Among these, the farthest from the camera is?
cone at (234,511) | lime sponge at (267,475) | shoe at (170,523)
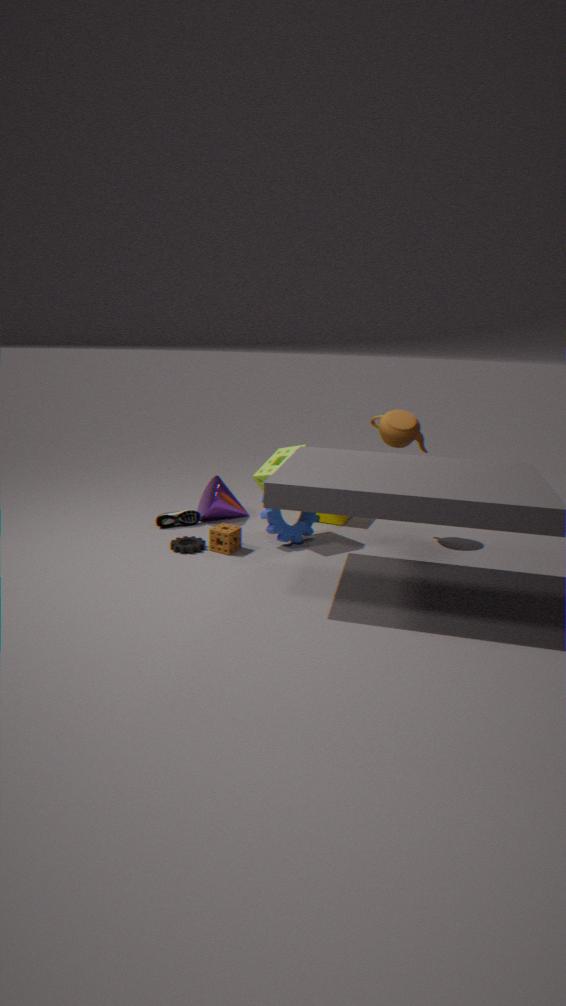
cone at (234,511)
